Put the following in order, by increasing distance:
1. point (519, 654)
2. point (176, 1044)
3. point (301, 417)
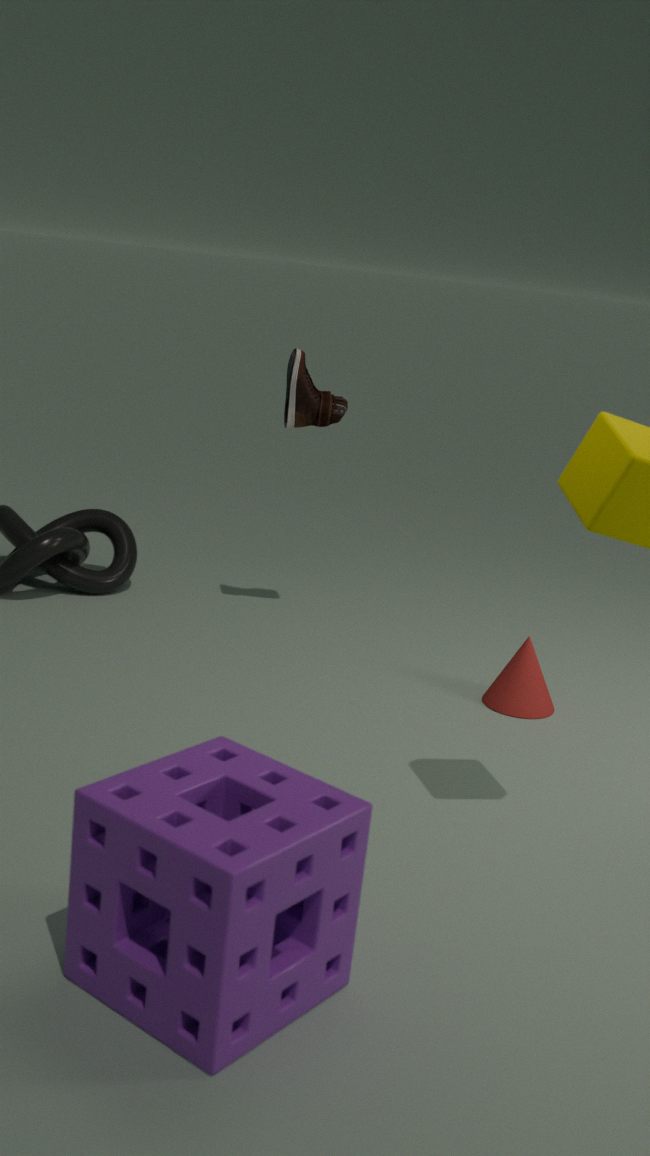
point (176, 1044) < point (519, 654) < point (301, 417)
